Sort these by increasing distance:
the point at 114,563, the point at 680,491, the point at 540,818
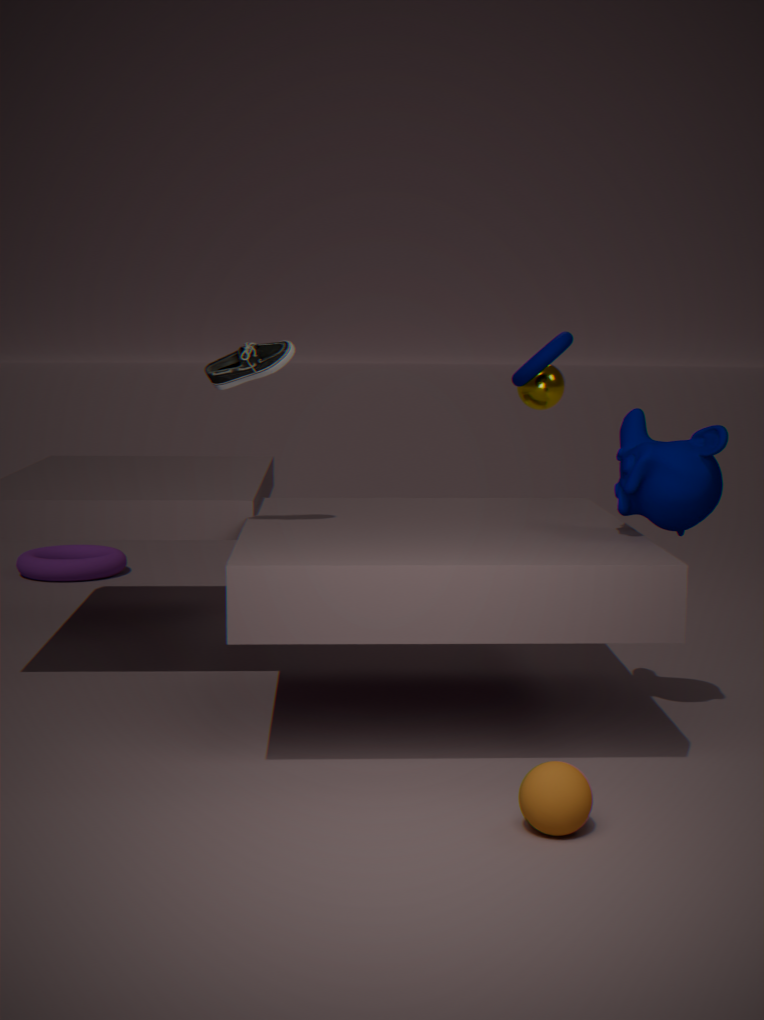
the point at 540,818, the point at 680,491, the point at 114,563
